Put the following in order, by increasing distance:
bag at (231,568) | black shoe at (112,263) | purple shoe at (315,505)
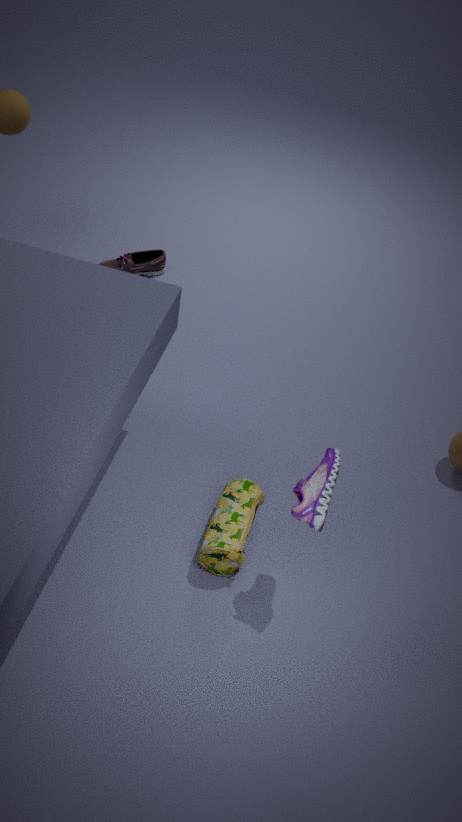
purple shoe at (315,505)
bag at (231,568)
black shoe at (112,263)
